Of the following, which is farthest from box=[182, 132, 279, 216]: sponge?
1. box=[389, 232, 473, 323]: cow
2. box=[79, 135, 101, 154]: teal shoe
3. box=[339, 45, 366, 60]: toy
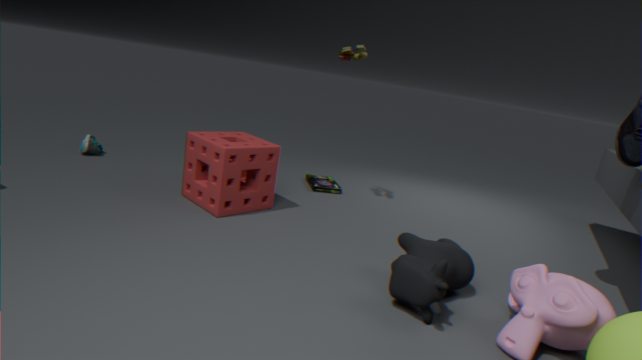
box=[79, 135, 101, 154]: teal shoe
